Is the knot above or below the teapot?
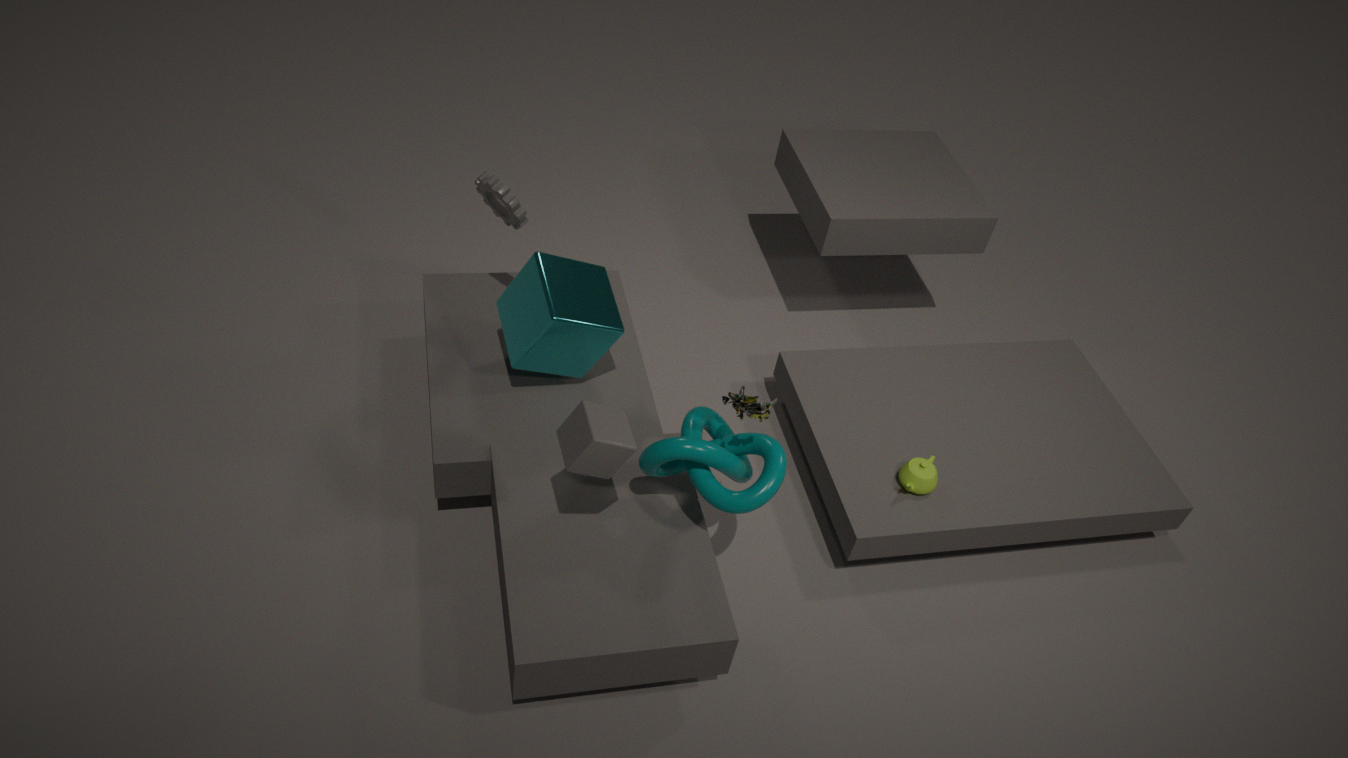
above
